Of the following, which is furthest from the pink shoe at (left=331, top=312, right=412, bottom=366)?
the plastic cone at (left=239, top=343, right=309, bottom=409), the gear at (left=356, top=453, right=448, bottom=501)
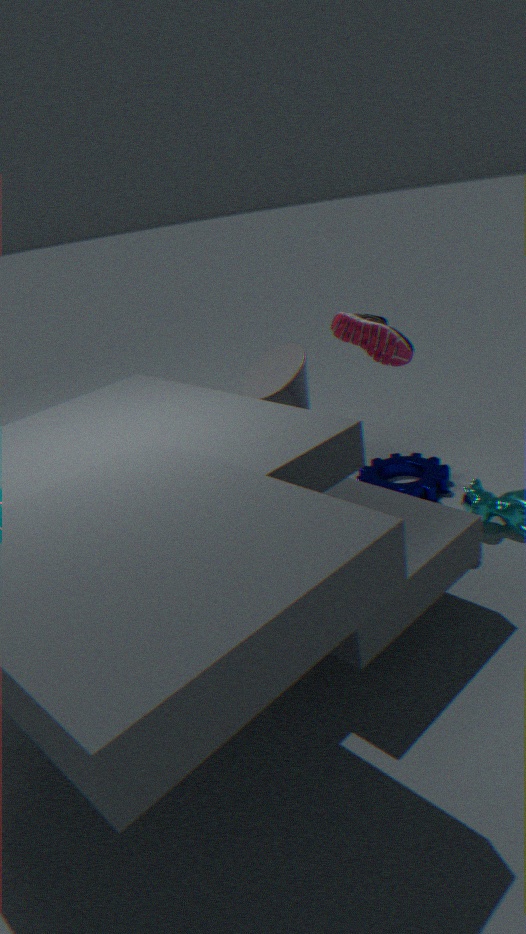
the gear at (left=356, top=453, right=448, bottom=501)
